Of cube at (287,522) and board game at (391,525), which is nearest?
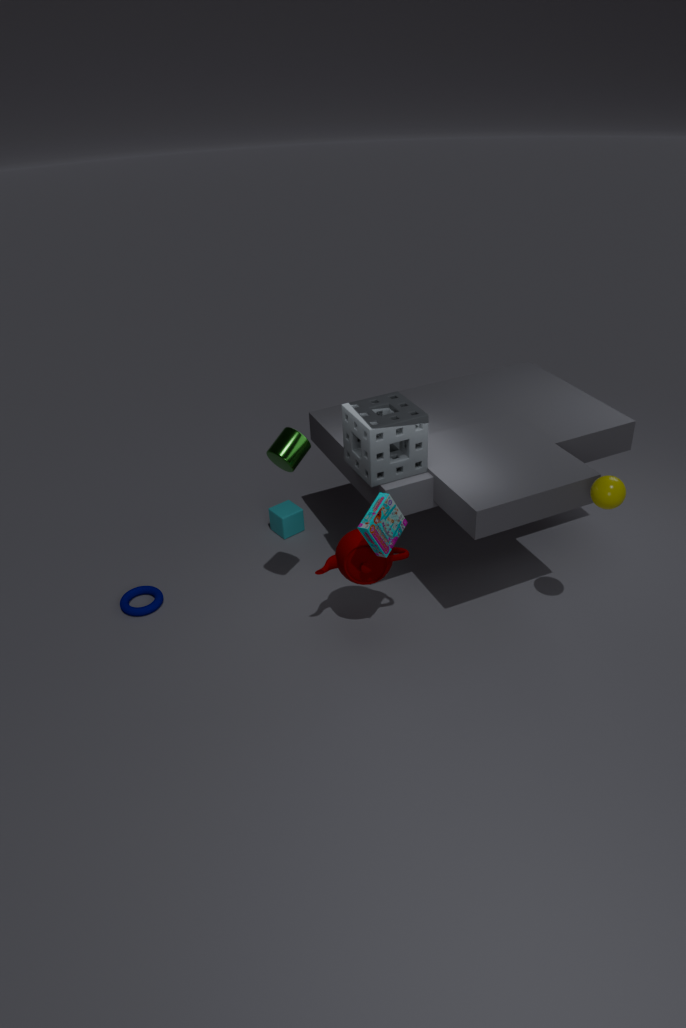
board game at (391,525)
